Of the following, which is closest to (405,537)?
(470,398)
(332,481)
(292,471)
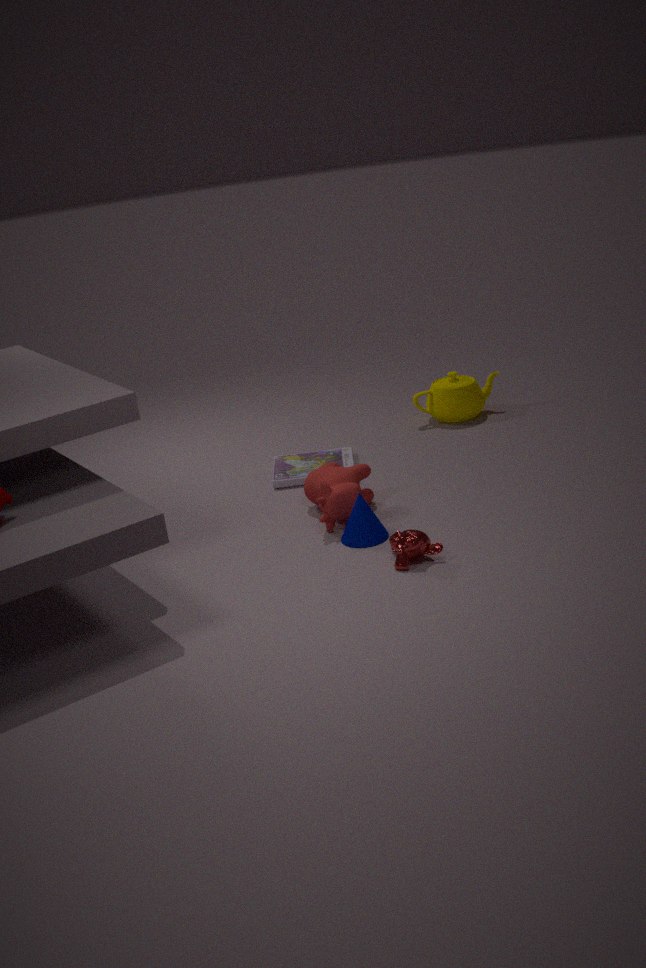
(332,481)
